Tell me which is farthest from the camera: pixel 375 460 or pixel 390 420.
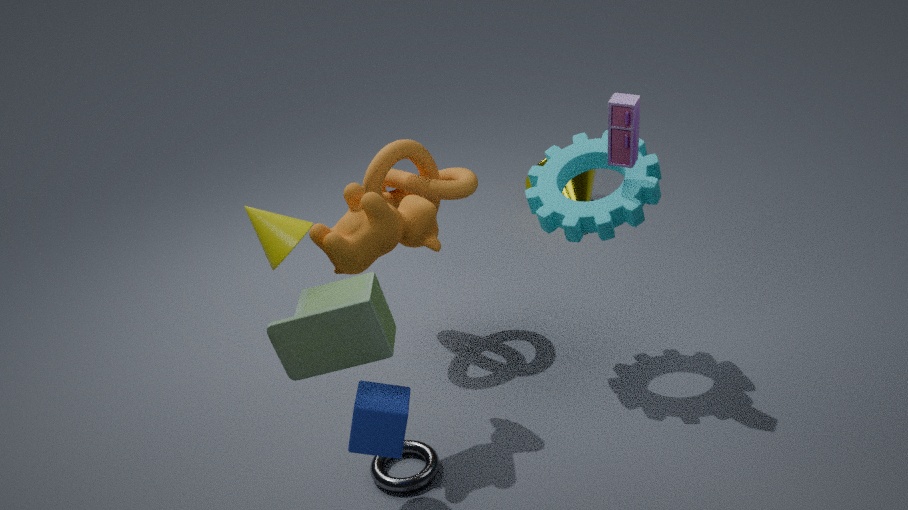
pixel 375 460
